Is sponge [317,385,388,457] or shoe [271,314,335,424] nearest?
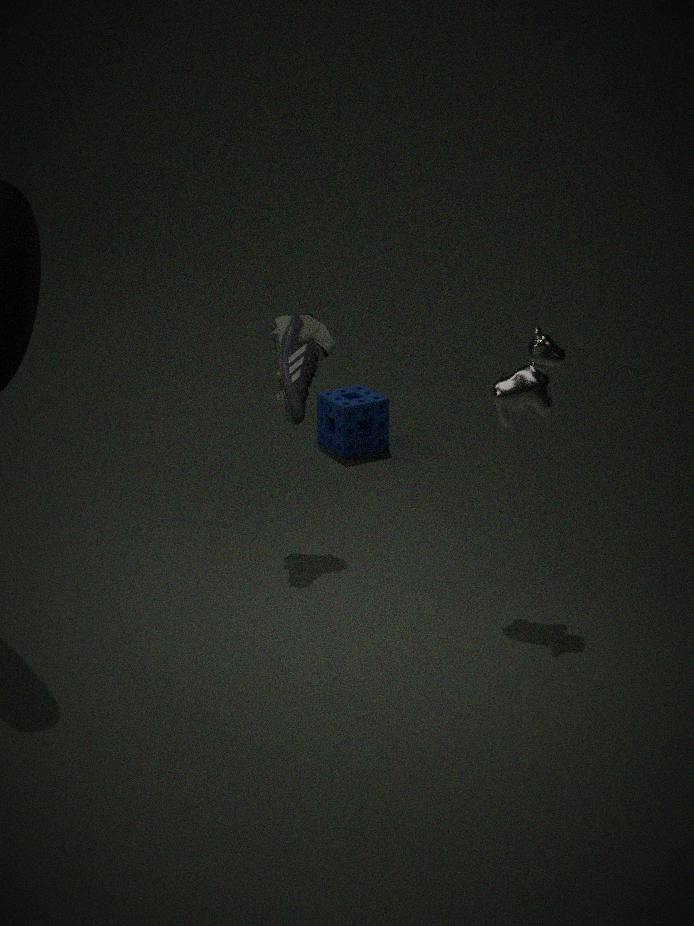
shoe [271,314,335,424]
